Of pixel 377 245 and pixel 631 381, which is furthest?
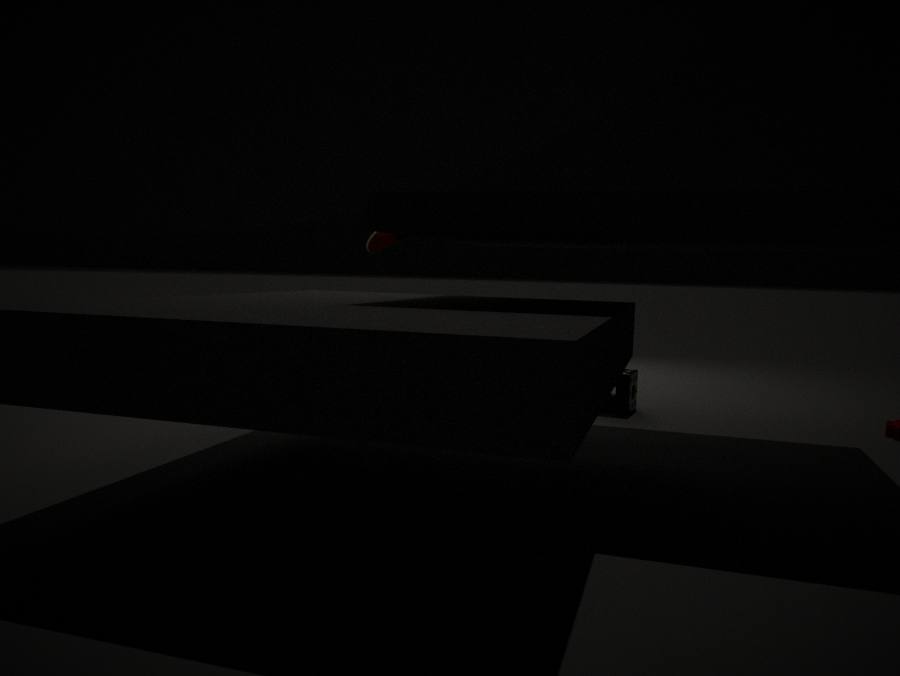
pixel 377 245
